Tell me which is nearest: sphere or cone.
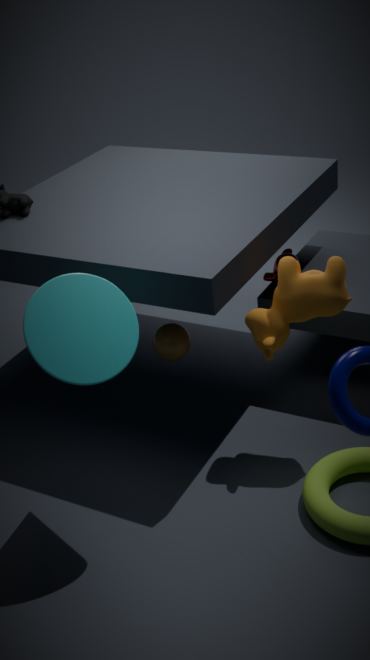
cone
